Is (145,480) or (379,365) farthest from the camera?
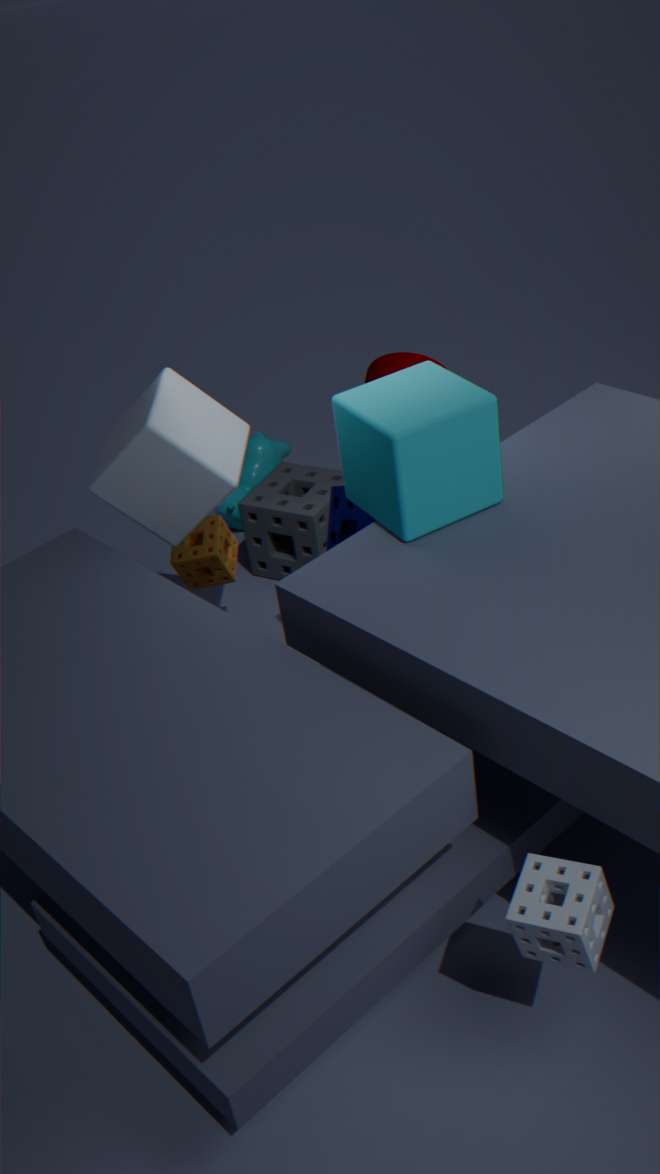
(379,365)
